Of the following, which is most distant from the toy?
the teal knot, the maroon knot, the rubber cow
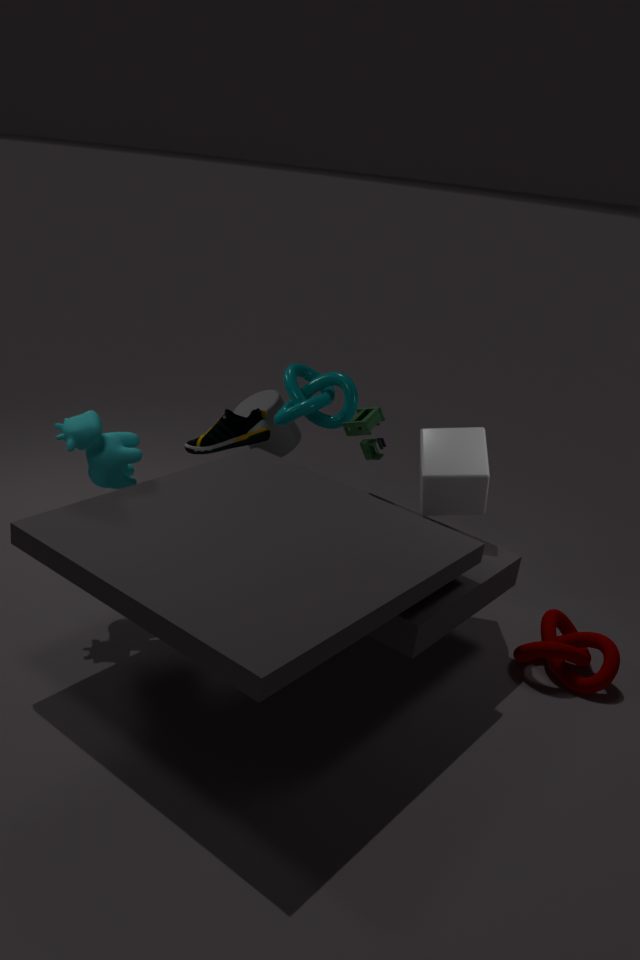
the maroon knot
